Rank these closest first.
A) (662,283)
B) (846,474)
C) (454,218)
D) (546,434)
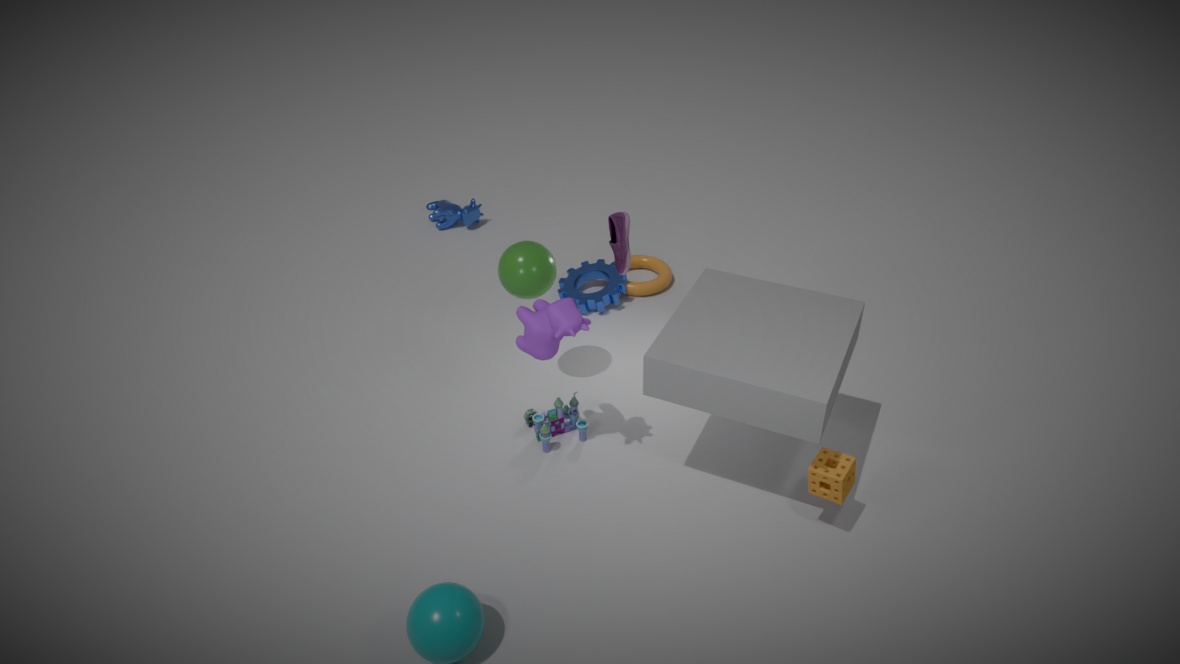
(846,474) → (546,434) → (662,283) → (454,218)
